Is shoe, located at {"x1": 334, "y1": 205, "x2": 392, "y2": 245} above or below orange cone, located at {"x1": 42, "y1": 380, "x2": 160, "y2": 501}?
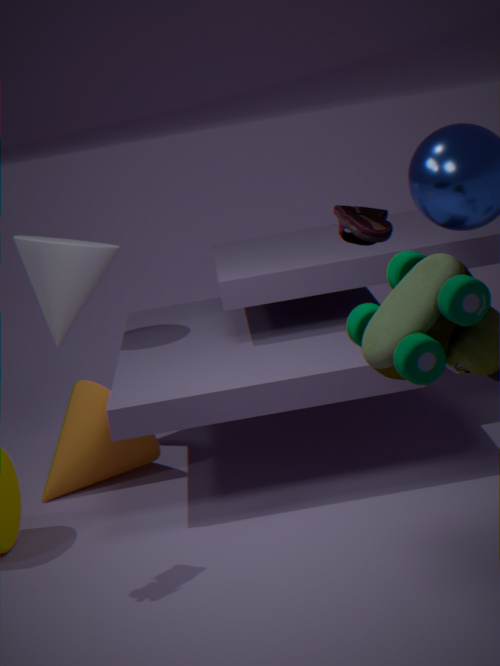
above
